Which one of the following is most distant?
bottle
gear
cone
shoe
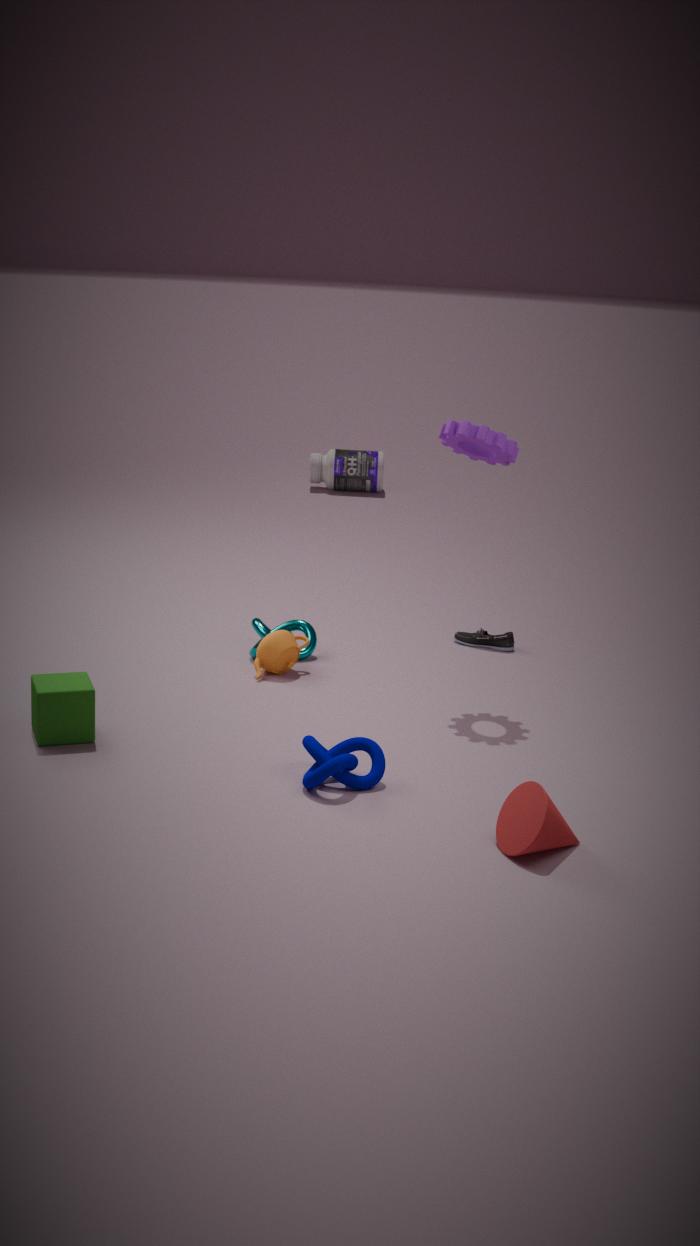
bottle
